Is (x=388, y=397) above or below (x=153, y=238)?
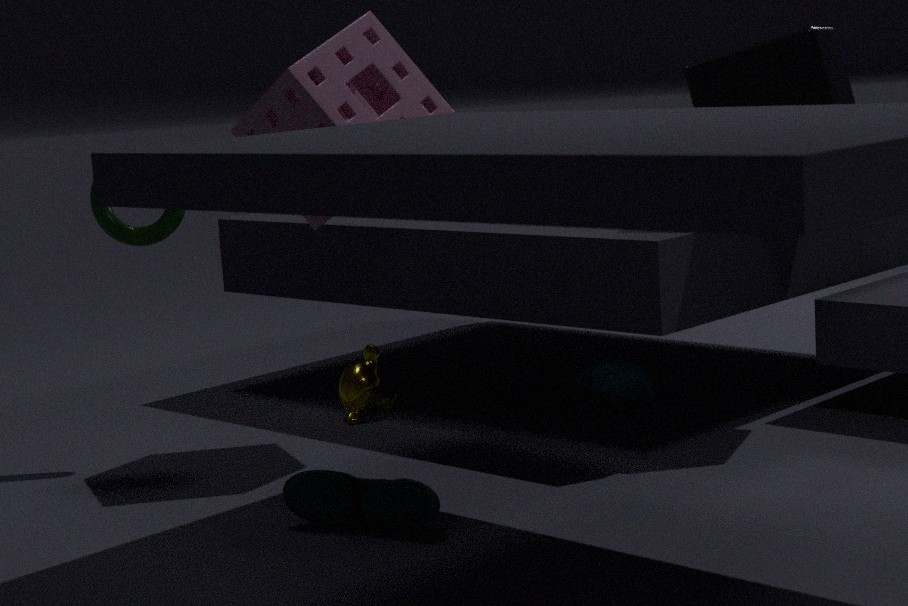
below
